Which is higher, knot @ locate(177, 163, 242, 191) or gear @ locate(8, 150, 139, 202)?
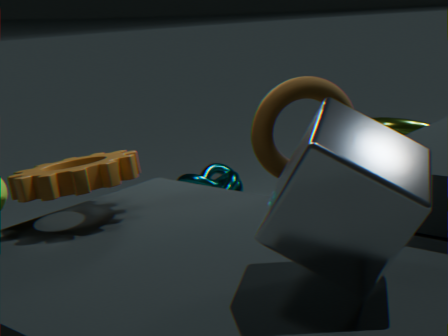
gear @ locate(8, 150, 139, 202)
